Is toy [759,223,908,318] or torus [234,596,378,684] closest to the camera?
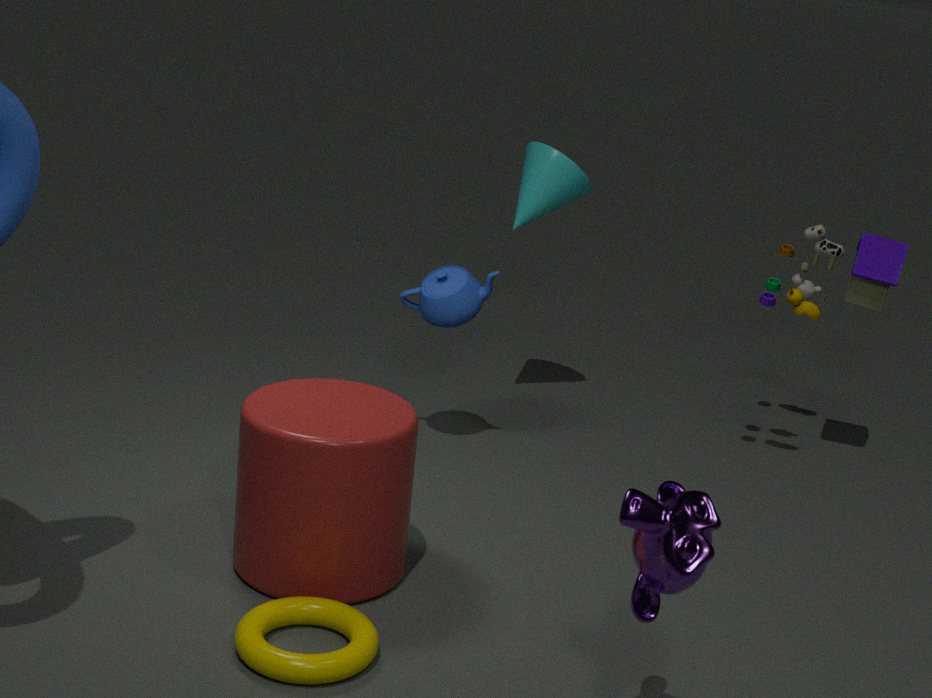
torus [234,596,378,684]
